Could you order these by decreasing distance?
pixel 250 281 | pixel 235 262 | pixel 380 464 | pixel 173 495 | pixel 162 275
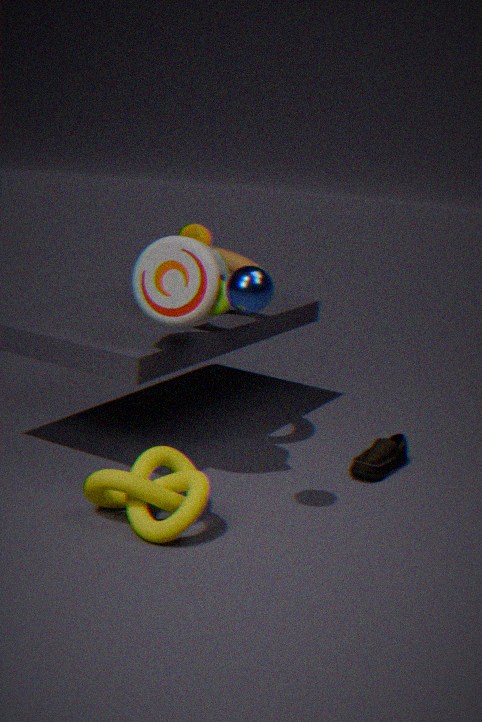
1. pixel 235 262
2. pixel 380 464
3. pixel 162 275
4. pixel 173 495
5. pixel 250 281
